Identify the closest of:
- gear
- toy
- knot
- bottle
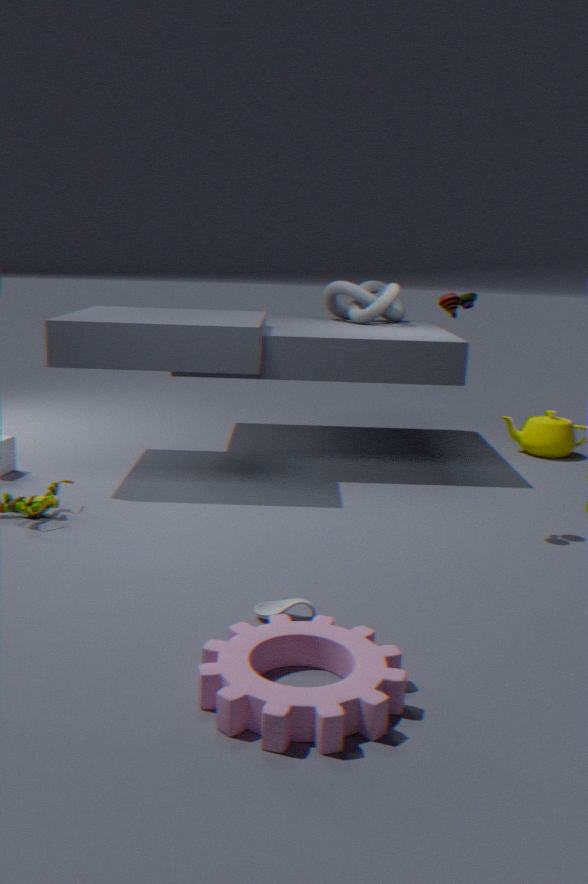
gear
